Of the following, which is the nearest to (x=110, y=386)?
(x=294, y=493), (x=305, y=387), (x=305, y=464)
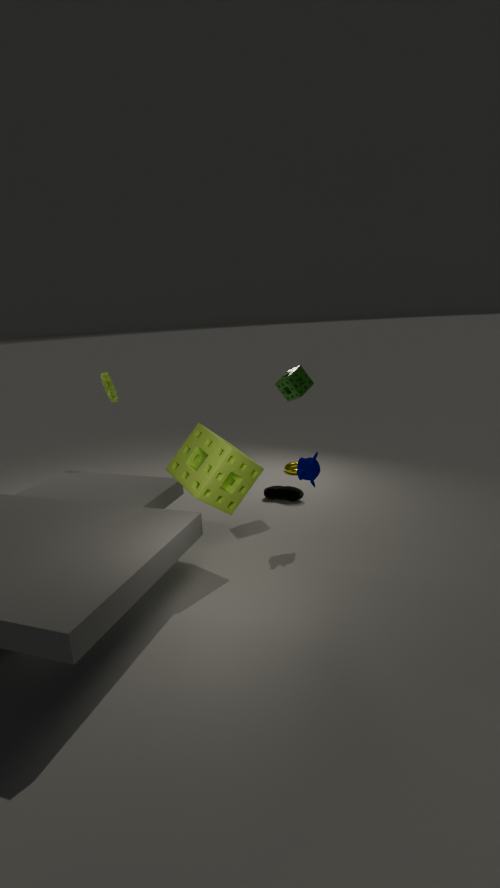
(x=305, y=387)
